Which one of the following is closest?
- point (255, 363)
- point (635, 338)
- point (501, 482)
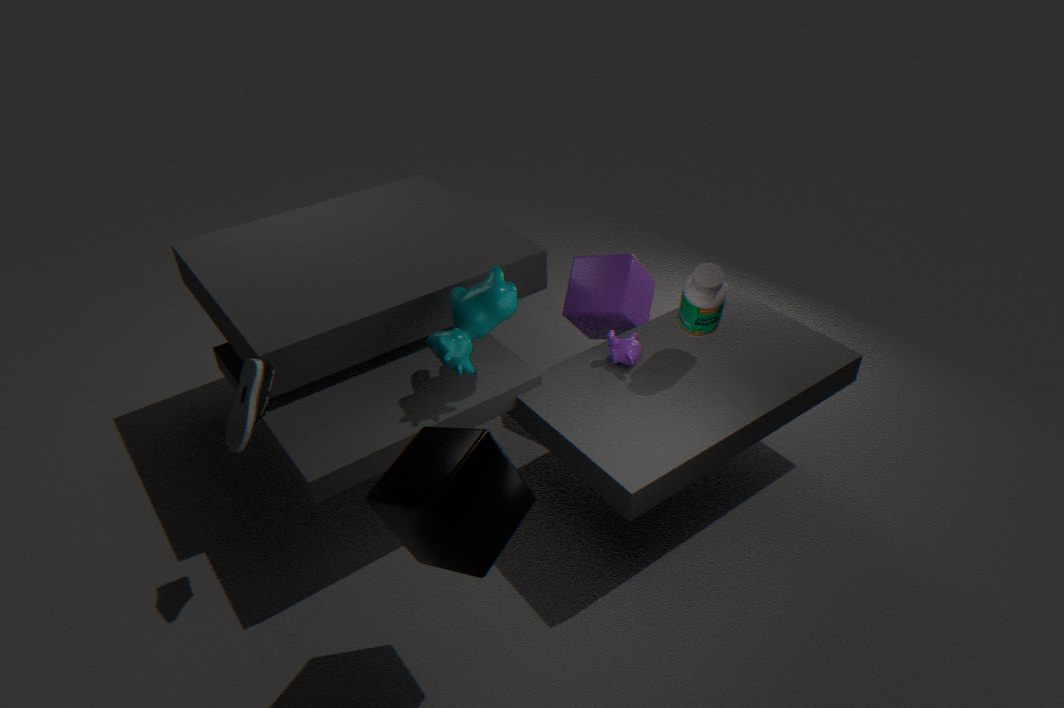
point (501, 482)
